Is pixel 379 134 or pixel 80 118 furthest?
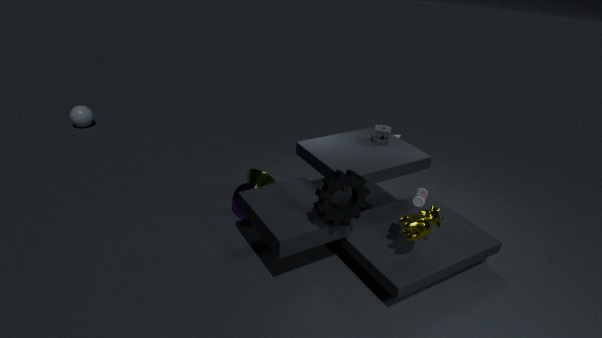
pixel 80 118
